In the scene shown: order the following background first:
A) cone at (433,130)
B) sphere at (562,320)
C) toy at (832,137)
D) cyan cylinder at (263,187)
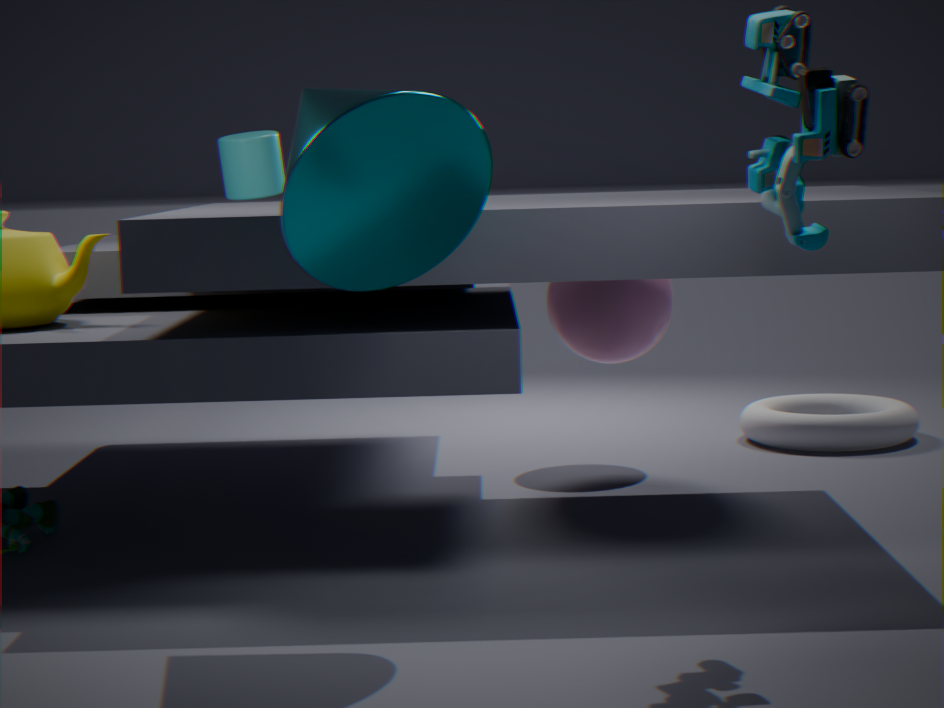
cyan cylinder at (263,187)
sphere at (562,320)
cone at (433,130)
toy at (832,137)
